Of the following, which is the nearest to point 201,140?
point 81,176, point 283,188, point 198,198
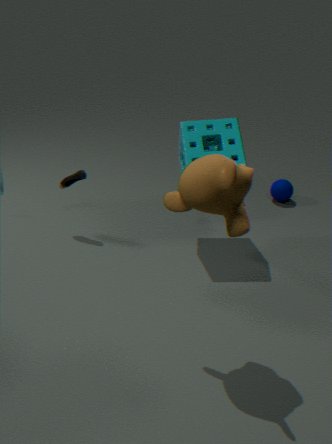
point 81,176
